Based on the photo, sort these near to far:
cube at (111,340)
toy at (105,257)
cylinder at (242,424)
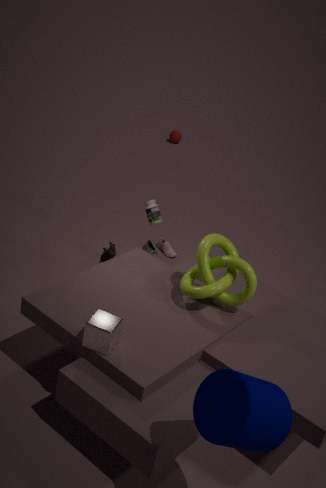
cylinder at (242,424)
cube at (111,340)
toy at (105,257)
